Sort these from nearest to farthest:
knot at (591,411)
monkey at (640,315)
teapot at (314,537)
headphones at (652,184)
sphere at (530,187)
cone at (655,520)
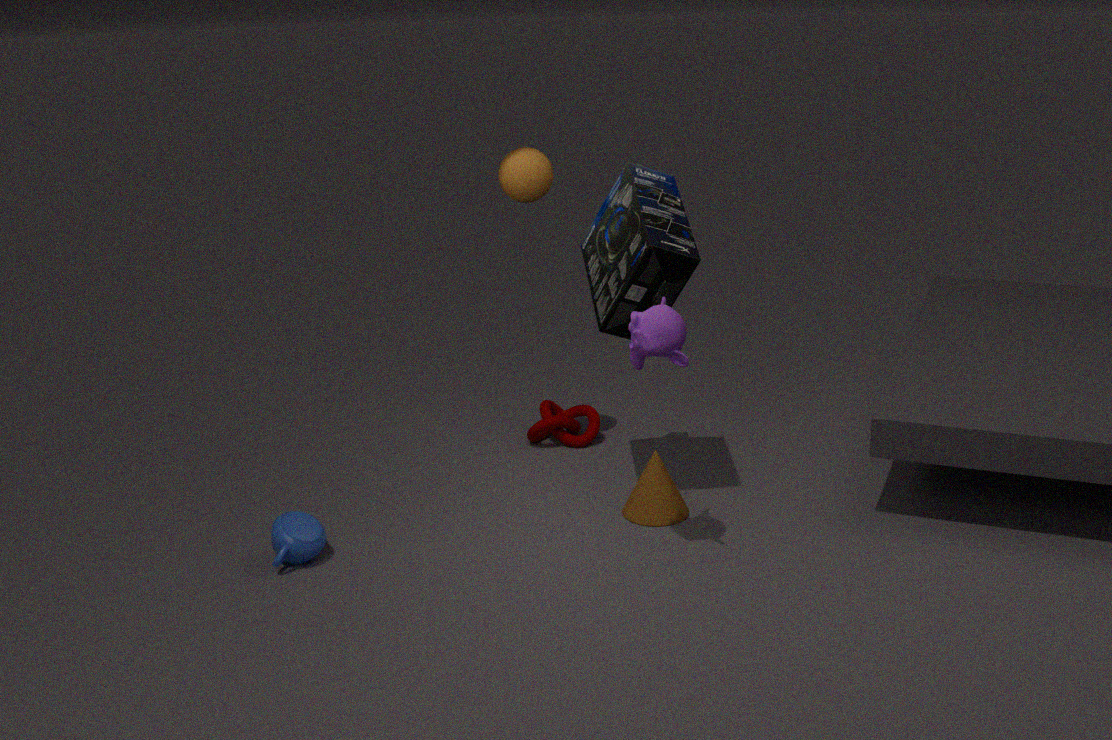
monkey at (640,315) < headphones at (652,184) < teapot at (314,537) < cone at (655,520) < sphere at (530,187) < knot at (591,411)
